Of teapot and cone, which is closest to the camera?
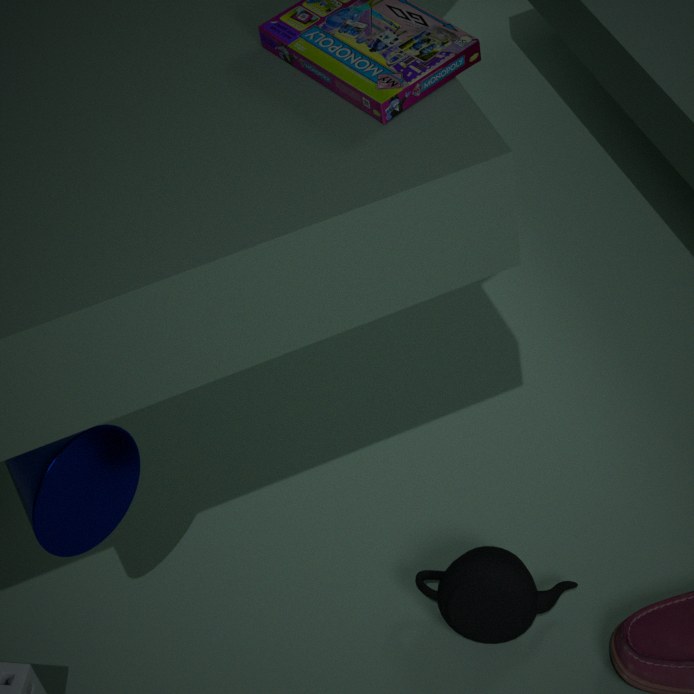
cone
